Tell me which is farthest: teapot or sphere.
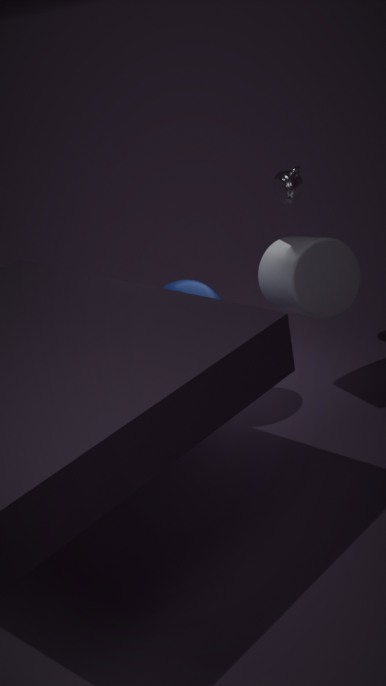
teapot
